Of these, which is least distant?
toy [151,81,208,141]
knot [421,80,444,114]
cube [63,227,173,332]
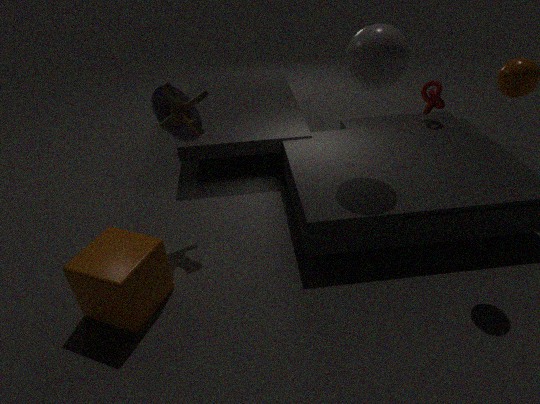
cube [63,227,173,332]
